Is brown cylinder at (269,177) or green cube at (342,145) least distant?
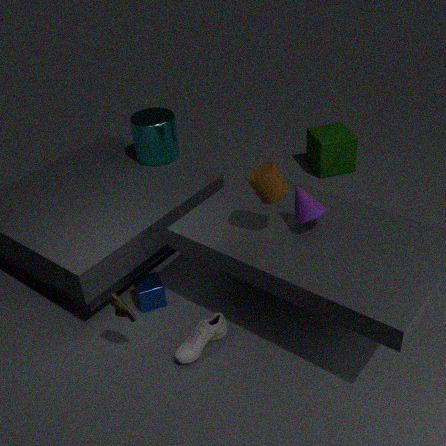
brown cylinder at (269,177)
